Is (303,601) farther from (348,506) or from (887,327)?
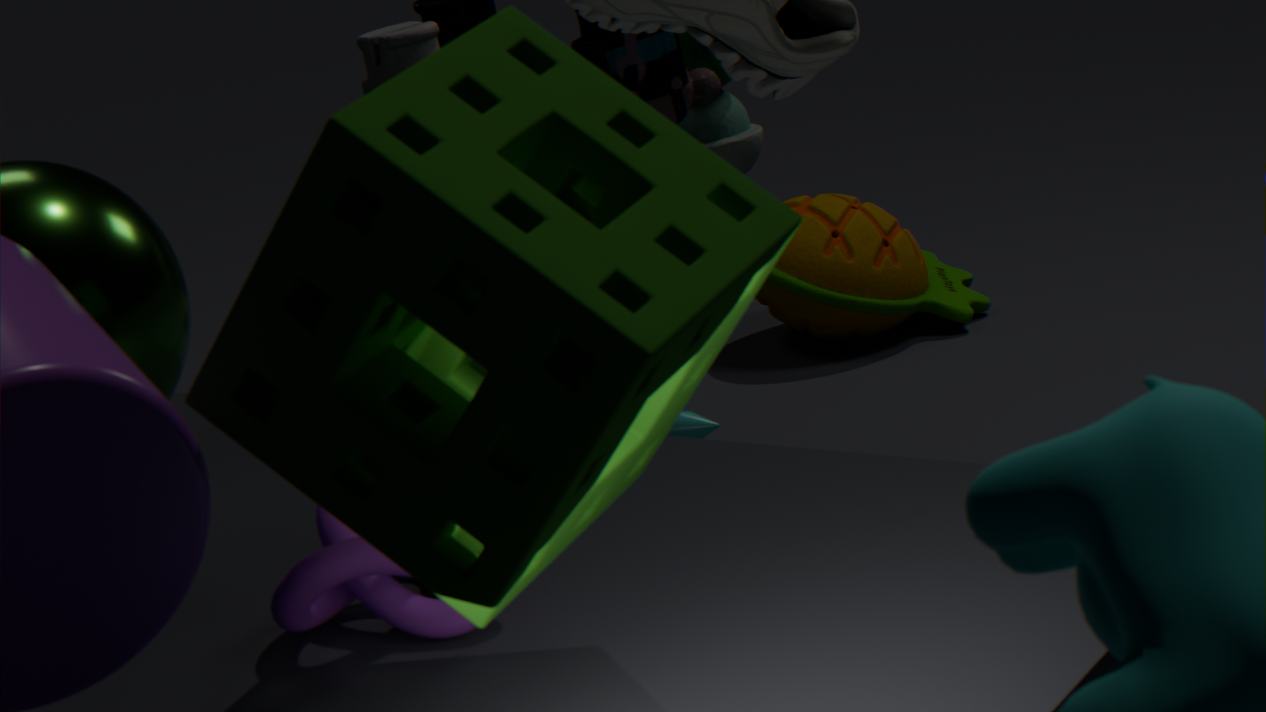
(887,327)
